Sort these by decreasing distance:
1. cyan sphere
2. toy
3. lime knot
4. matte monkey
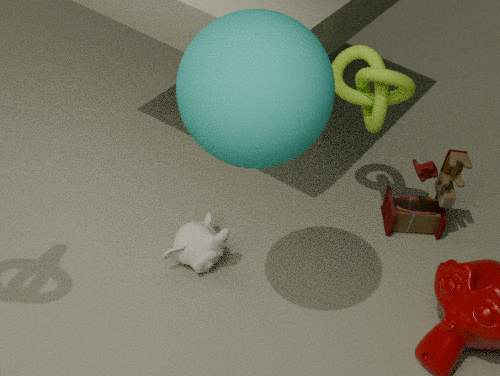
toy, matte monkey, lime knot, cyan sphere
